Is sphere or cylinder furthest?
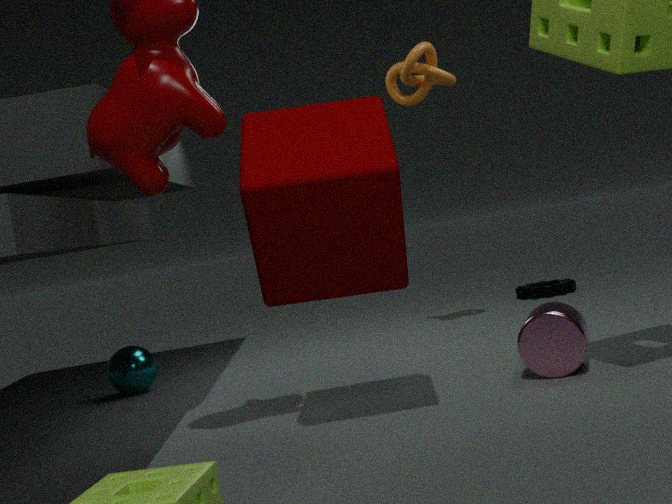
sphere
